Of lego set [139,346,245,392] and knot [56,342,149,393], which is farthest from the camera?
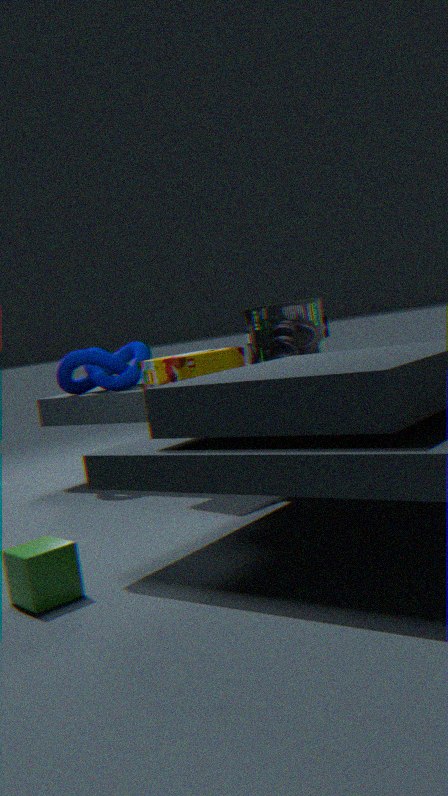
knot [56,342,149,393]
